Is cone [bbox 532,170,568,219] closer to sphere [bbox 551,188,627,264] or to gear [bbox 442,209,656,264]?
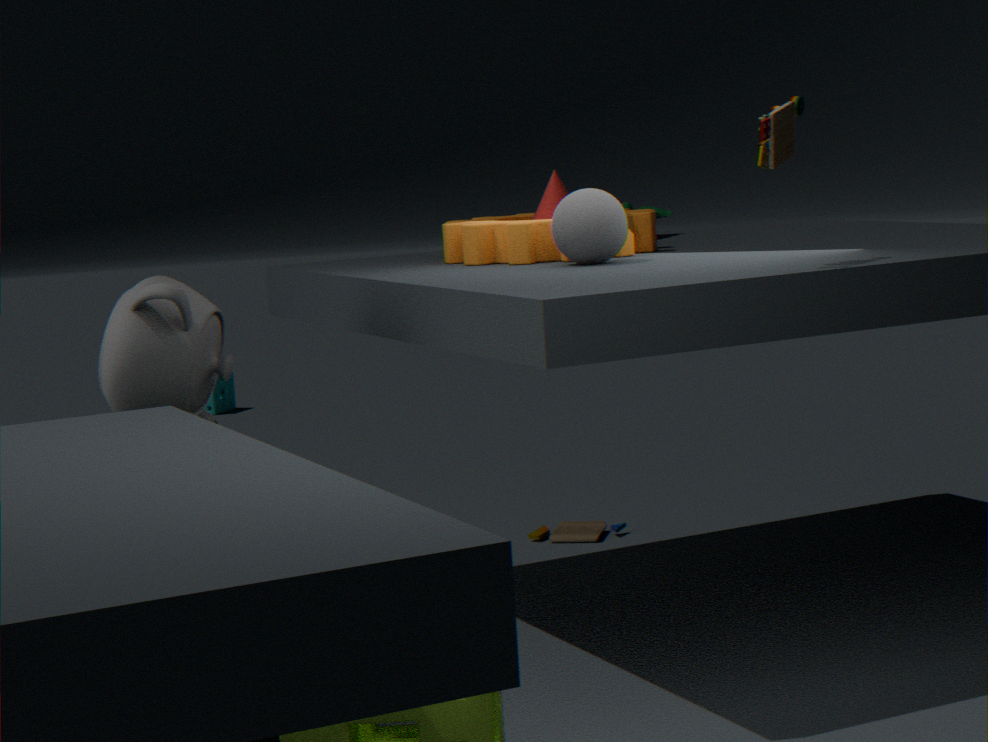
gear [bbox 442,209,656,264]
